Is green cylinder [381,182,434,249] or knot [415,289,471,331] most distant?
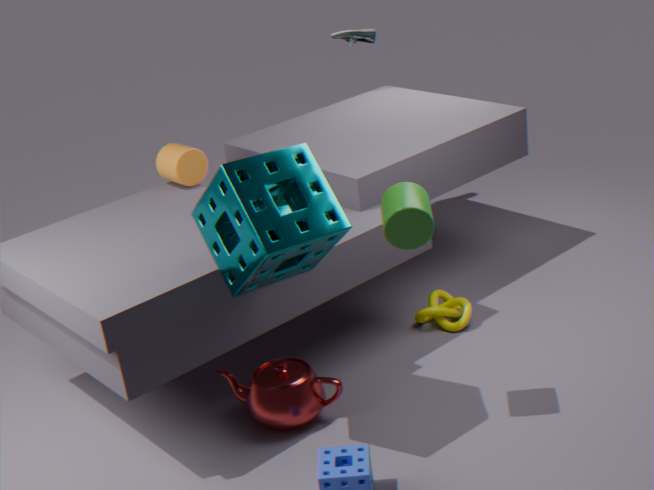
knot [415,289,471,331]
